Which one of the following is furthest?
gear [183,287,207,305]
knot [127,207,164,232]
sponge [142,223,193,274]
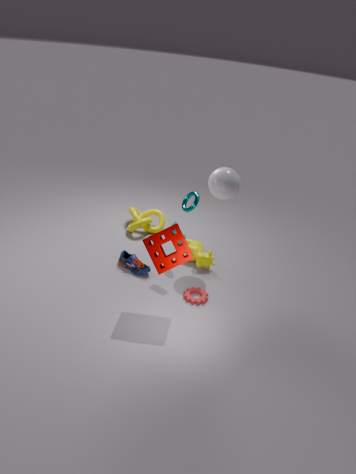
knot [127,207,164,232]
